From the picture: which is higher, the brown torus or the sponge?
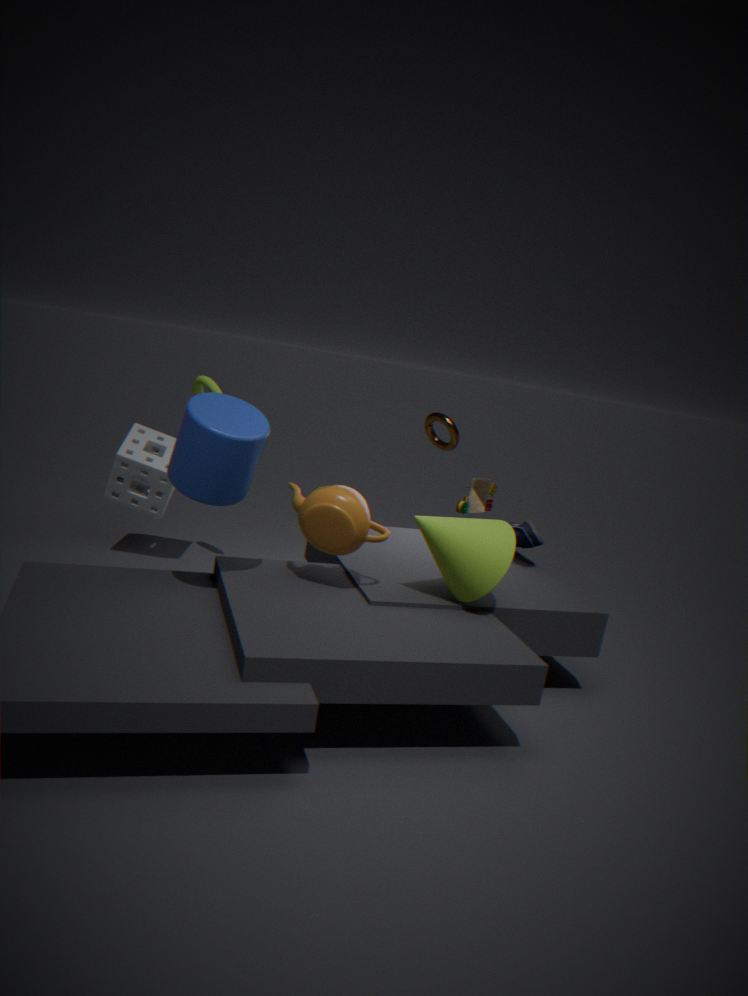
the brown torus
